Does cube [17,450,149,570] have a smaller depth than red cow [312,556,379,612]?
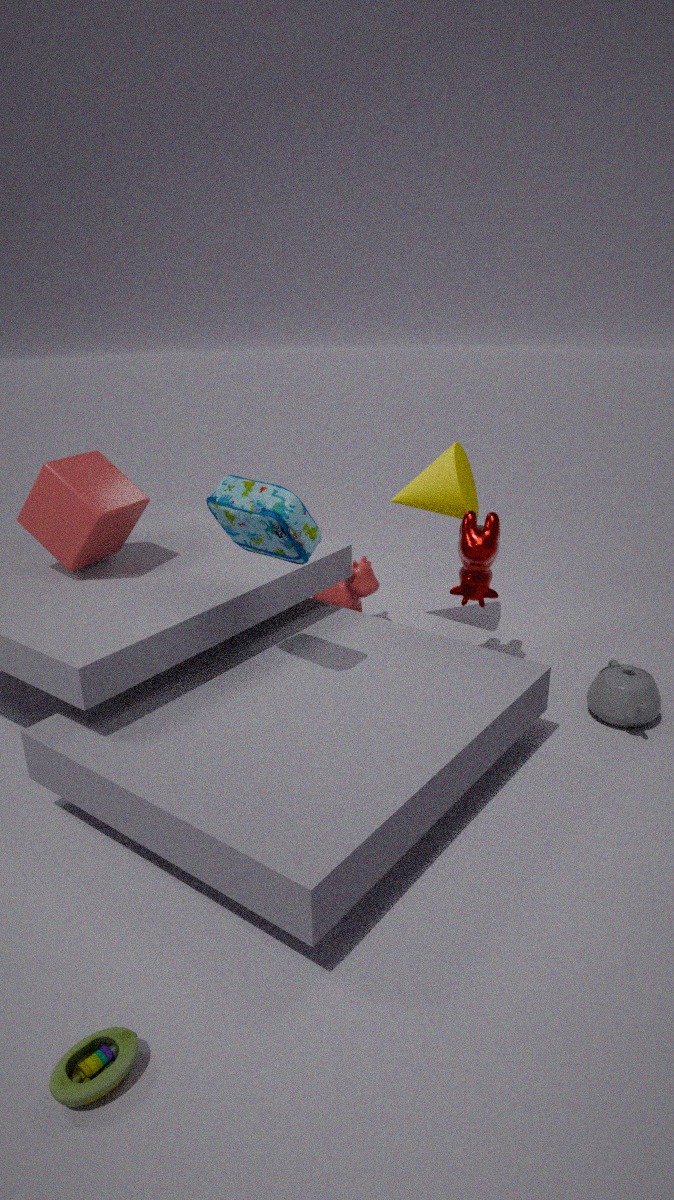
Yes
